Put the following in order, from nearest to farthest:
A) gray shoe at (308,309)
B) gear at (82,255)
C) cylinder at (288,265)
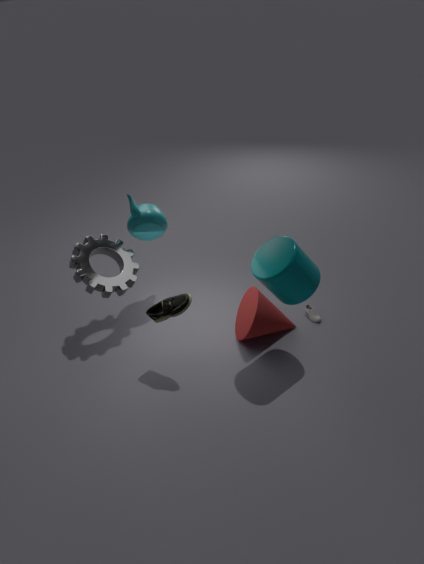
1. cylinder at (288,265)
2. gear at (82,255)
3. gray shoe at (308,309)
